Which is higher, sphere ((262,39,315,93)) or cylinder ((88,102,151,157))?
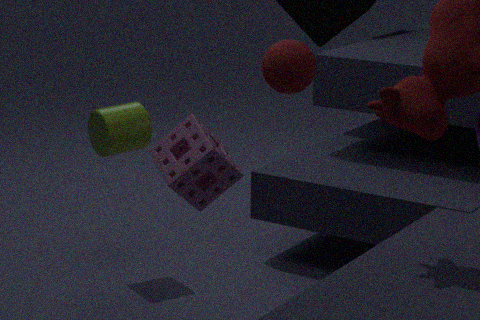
sphere ((262,39,315,93))
